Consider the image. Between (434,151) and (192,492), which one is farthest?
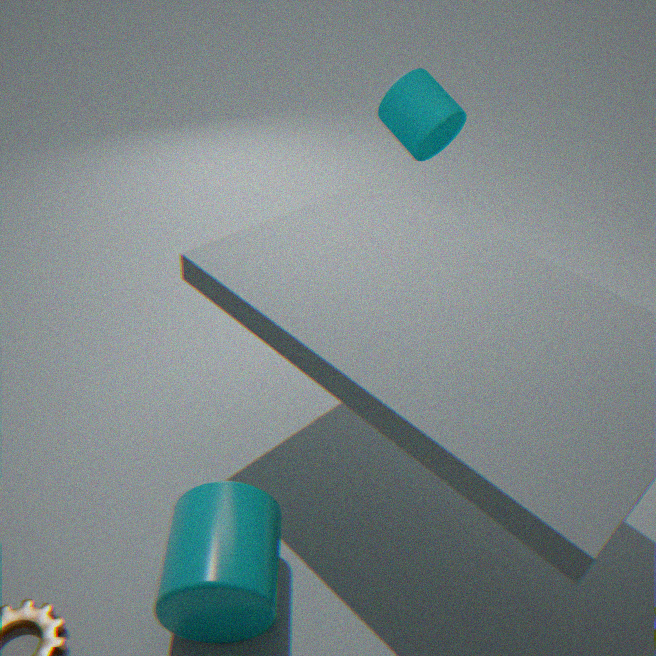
(434,151)
